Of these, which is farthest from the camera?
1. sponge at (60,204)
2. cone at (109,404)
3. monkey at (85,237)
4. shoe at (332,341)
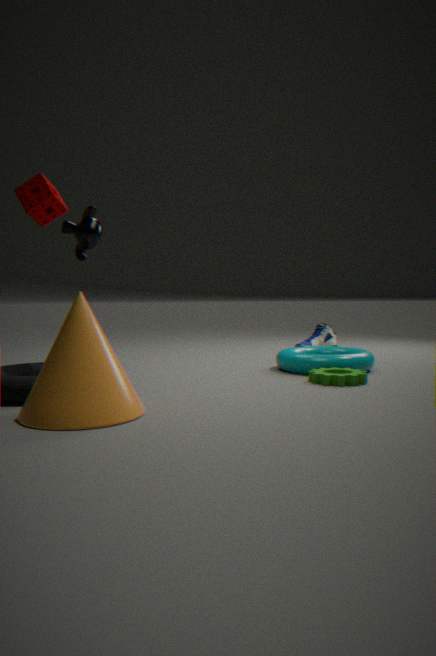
shoe at (332,341)
